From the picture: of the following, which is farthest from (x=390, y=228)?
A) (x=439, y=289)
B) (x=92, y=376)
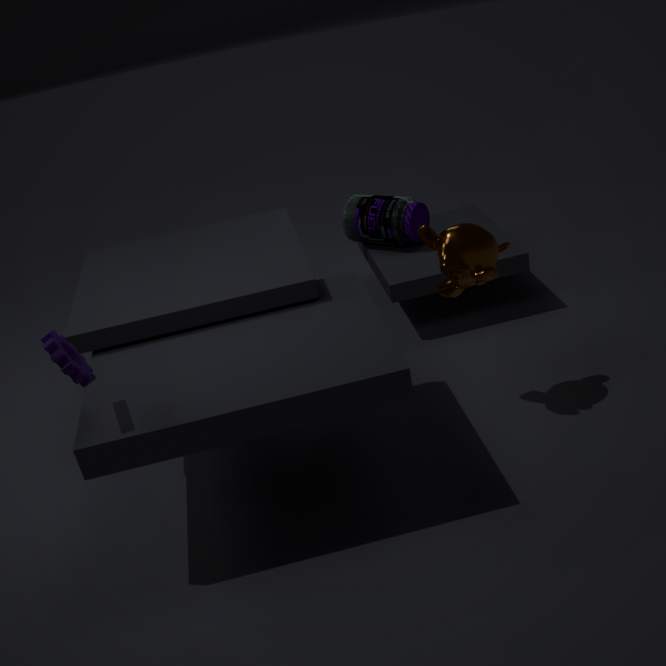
(x=92, y=376)
